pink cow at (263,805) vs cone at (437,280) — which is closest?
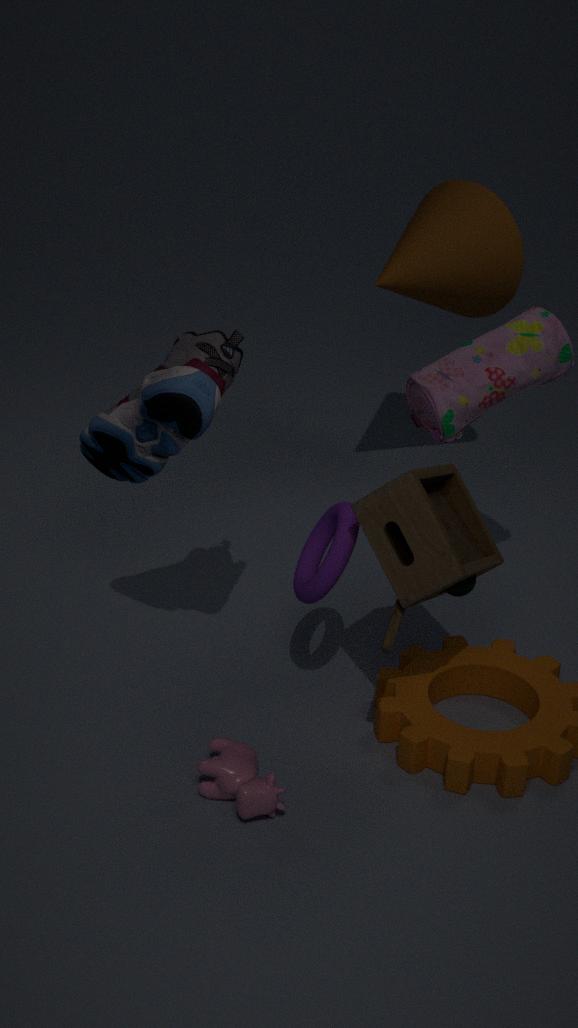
pink cow at (263,805)
